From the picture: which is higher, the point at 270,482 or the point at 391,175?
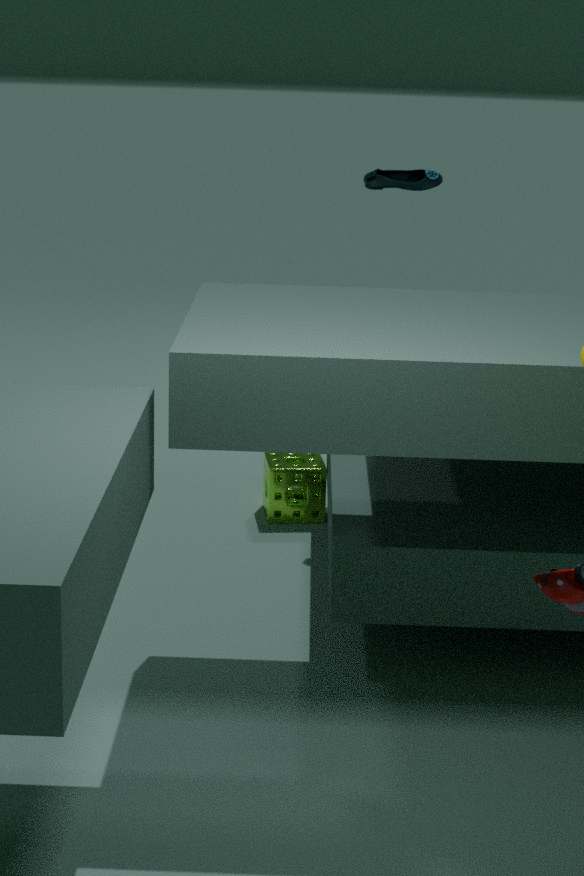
the point at 391,175
